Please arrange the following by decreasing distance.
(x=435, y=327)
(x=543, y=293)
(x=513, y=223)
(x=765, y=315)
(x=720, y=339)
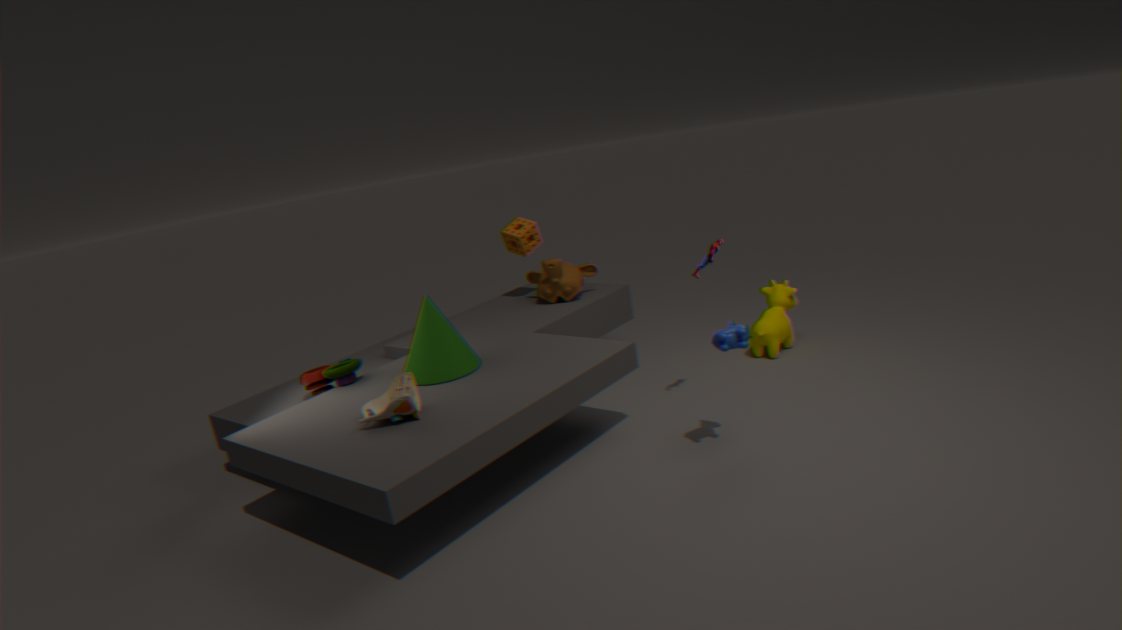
(x=513, y=223), (x=543, y=293), (x=765, y=315), (x=435, y=327), (x=720, y=339)
